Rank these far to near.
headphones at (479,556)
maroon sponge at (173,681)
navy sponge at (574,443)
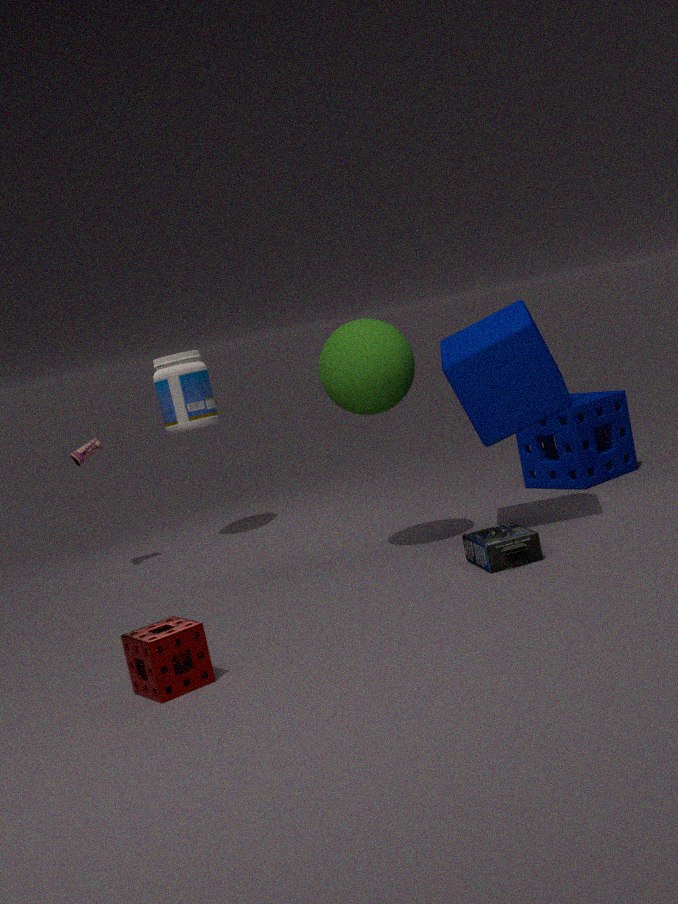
navy sponge at (574,443) < headphones at (479,556) < maroon sponge at (173,681)
